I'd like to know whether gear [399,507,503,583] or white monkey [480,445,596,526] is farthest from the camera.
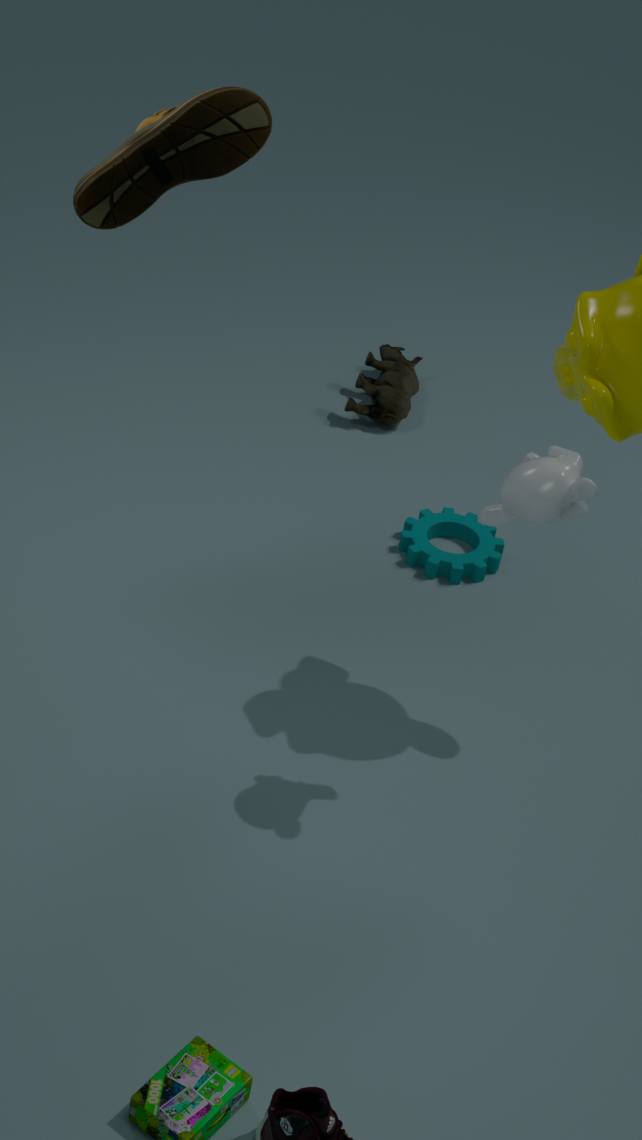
gear [399,507,503,583]
